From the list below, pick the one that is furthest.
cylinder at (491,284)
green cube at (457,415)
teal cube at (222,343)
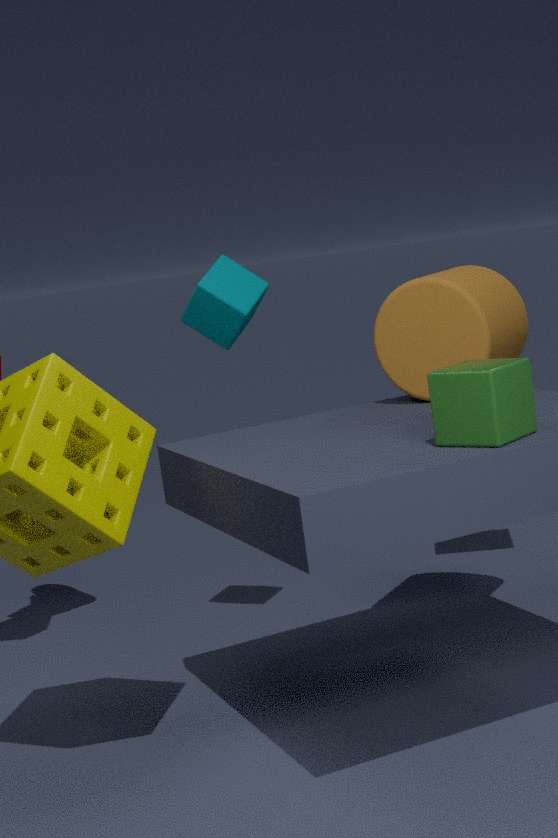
teal cube at (222,343)
